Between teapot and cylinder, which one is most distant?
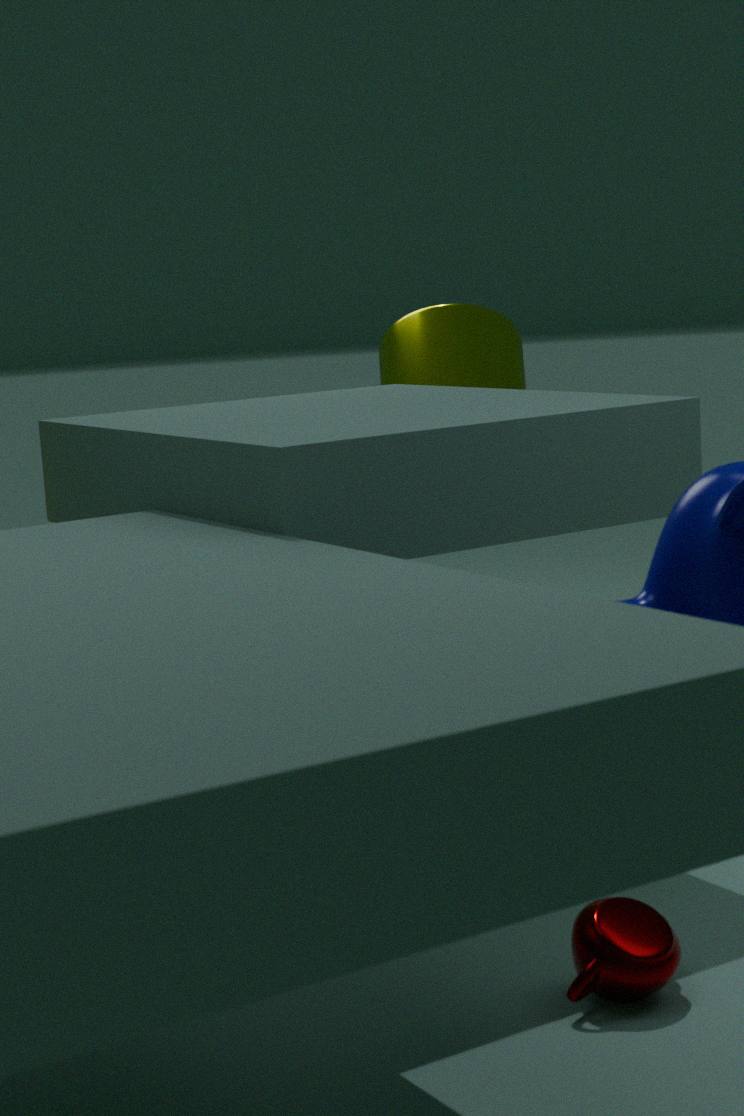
cylinder
